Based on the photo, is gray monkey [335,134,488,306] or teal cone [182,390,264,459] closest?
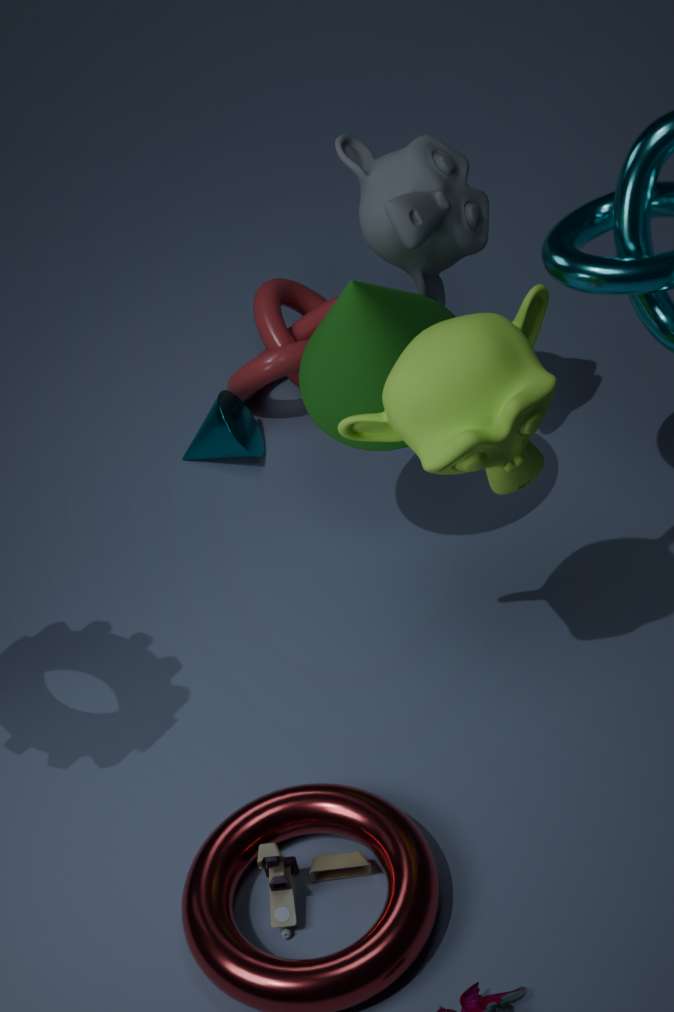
gray monkey [335,134,488,306]
